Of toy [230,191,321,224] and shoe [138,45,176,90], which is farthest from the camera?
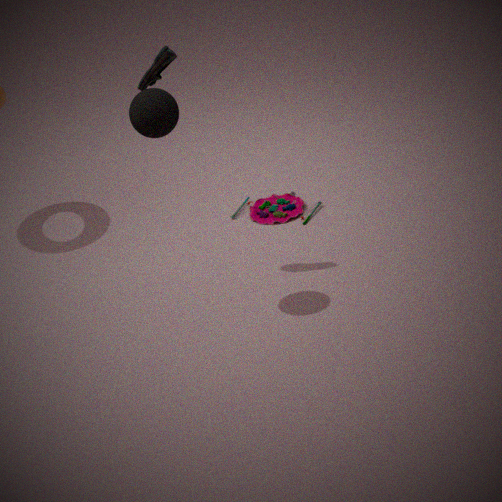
toy [230,191,321,224]
